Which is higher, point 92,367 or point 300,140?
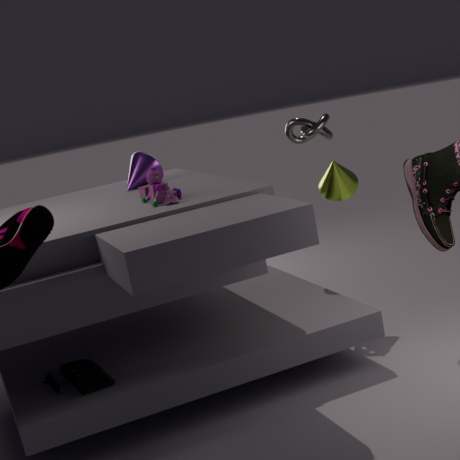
point 300,140
